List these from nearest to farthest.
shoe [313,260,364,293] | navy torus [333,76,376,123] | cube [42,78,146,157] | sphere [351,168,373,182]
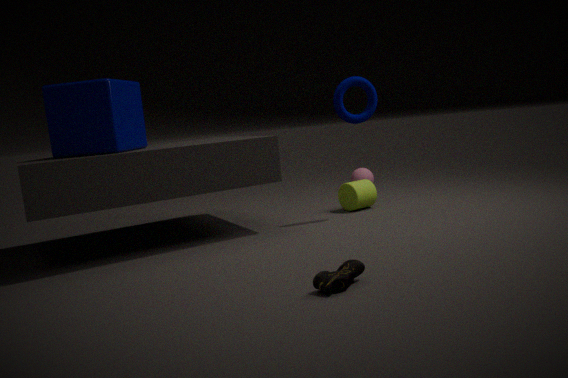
shoe [313,260,364,293] → cube [42,78,146,157] → navy torus [333,76,376,123] → sphere [351,168,373,182]
